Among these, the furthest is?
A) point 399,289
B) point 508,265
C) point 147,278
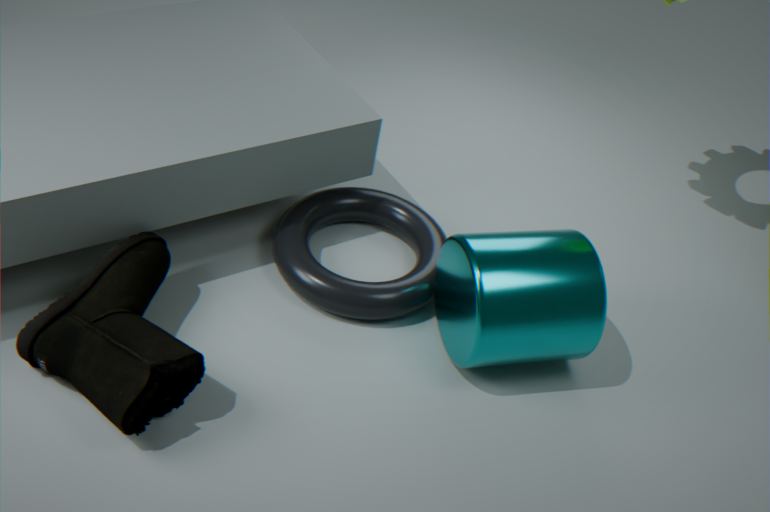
point 399,289
